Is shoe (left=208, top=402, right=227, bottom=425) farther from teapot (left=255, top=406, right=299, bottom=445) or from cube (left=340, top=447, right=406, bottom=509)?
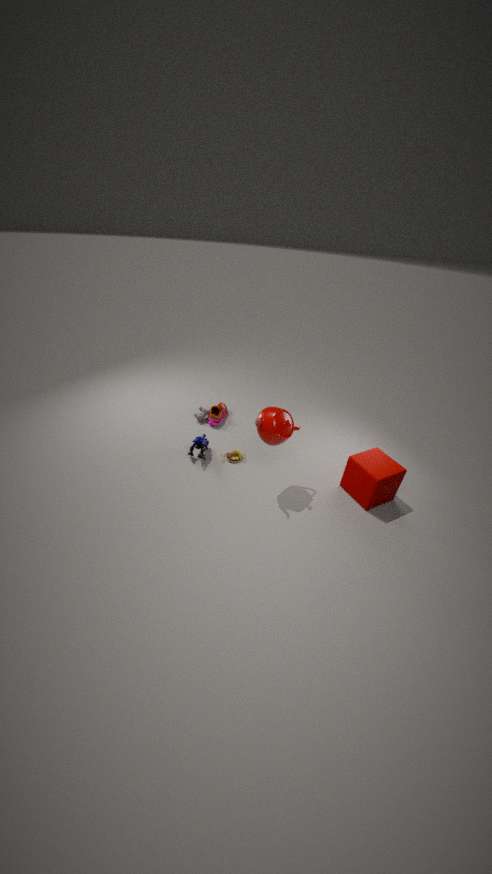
cube (left=340, top=447, right=406, bottom=509)
